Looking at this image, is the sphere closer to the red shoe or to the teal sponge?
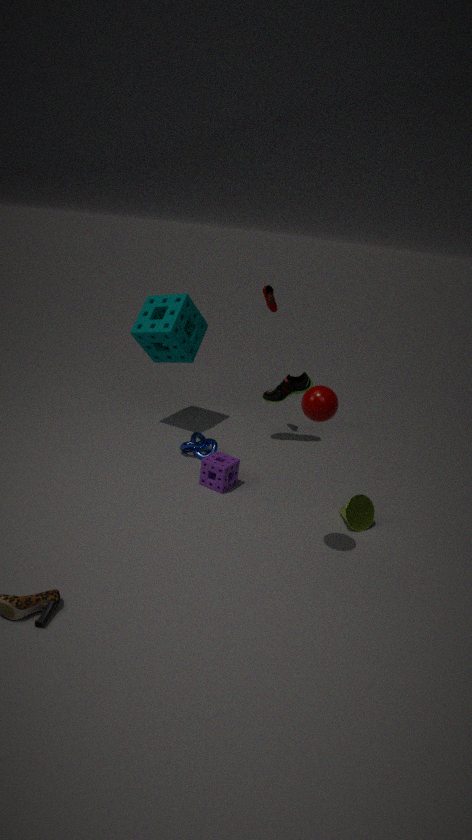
the red shoe
